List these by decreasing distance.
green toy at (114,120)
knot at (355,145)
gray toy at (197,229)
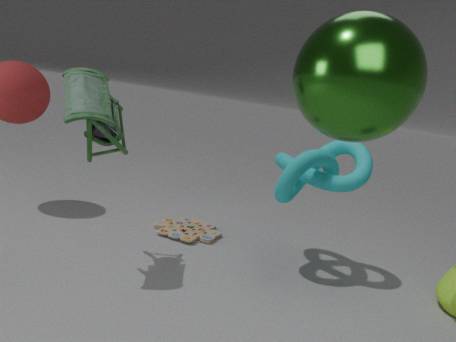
gray toy at (197,229) < knot at (355,145) < green toy at (114,120)
